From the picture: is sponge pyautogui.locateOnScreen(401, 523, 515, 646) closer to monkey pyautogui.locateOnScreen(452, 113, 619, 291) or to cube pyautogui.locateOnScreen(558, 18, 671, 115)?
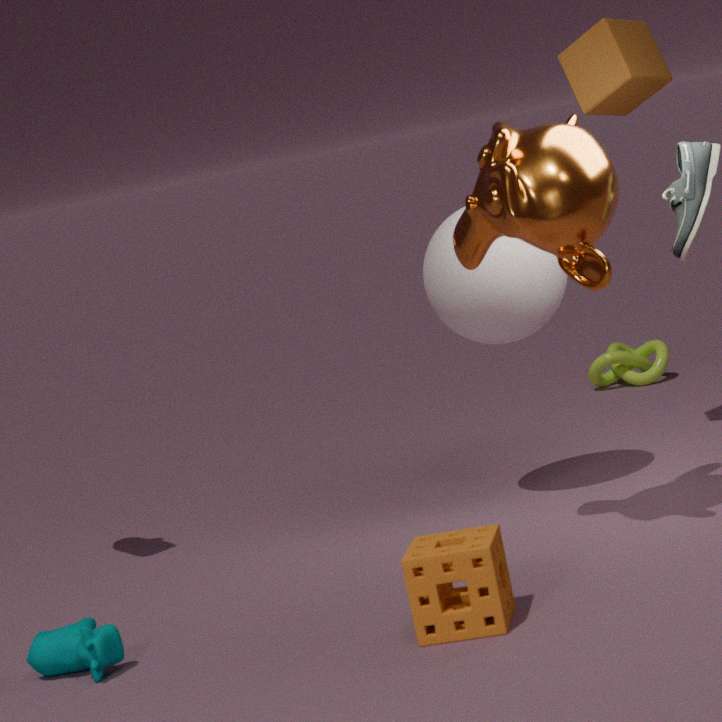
monkey pyautogui.locateOnScreen(452, 113, 619, 291)
